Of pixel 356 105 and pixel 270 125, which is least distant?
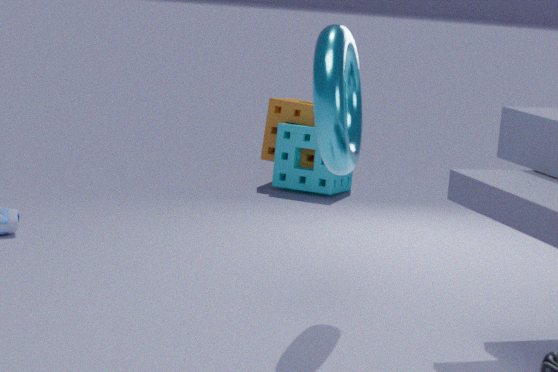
pixel 356 105
